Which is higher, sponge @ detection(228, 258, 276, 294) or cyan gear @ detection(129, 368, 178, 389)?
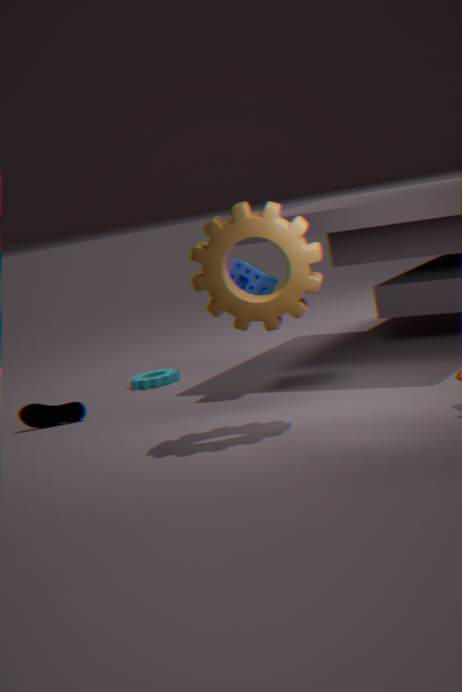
sponge @ detection(228, 258, 276, 294)
